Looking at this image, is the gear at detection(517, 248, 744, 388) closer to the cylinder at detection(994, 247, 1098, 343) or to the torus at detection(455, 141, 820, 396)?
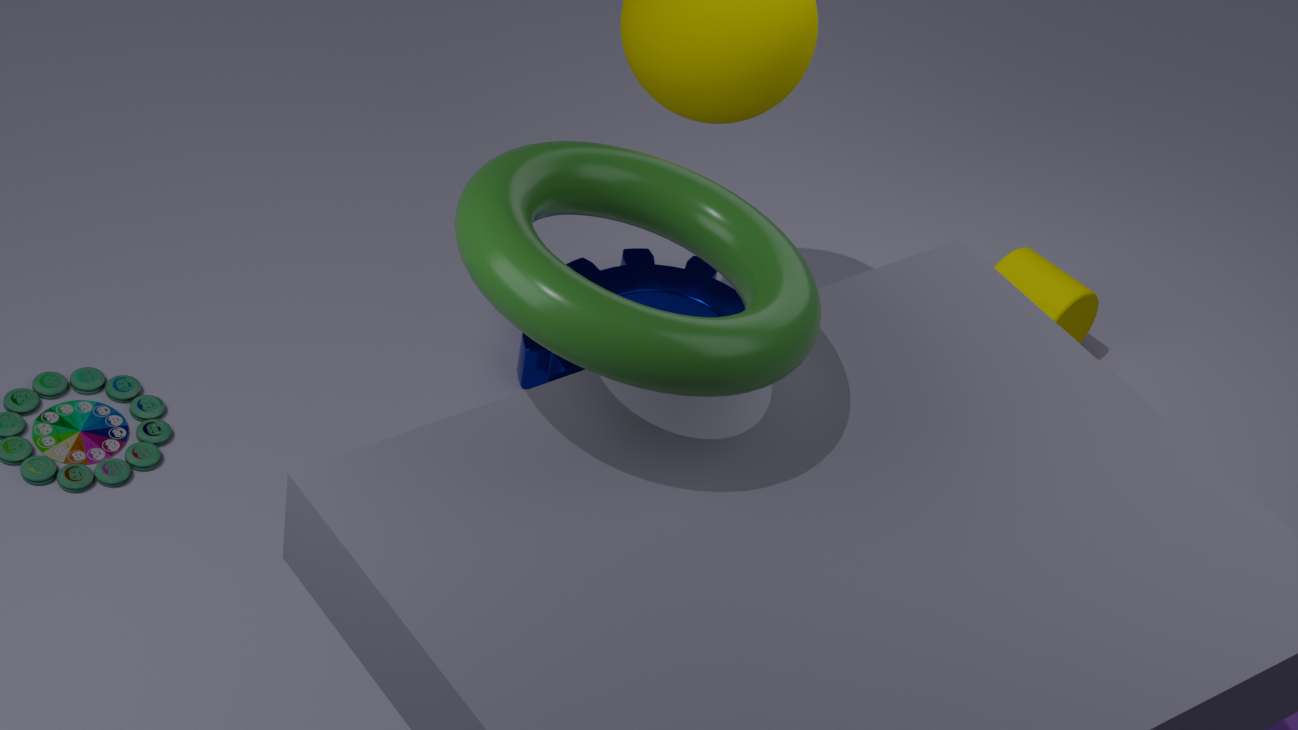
the cylinder at detection(994, 247, 1098, 343)
